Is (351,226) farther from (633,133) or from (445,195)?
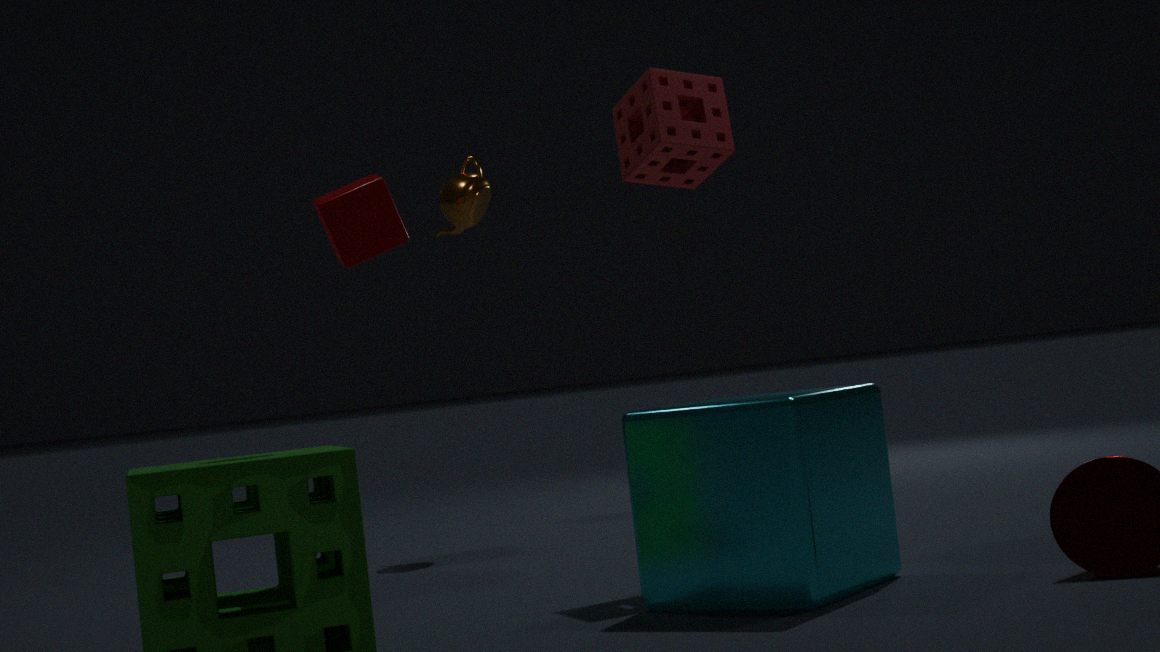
(633,133)
